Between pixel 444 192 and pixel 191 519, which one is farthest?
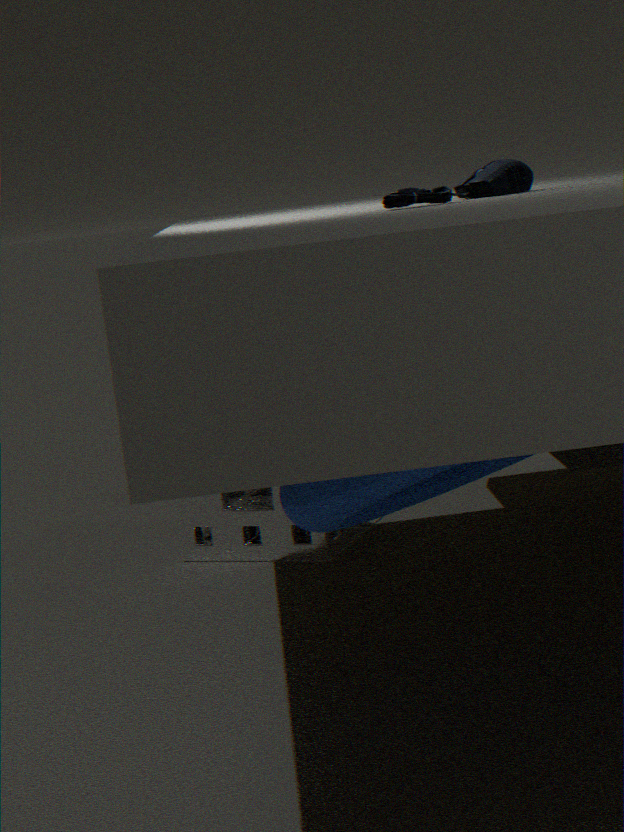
pixel 191 519
